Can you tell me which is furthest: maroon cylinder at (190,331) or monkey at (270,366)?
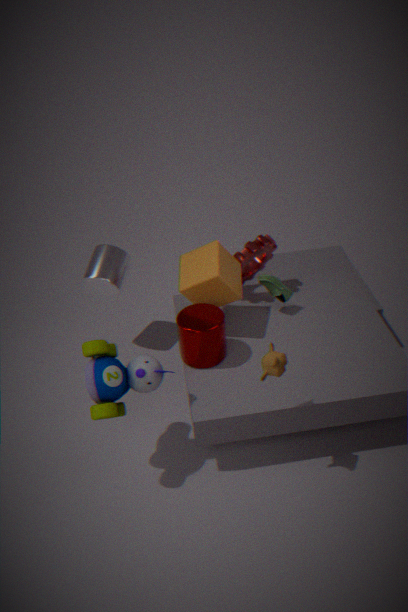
maroon cylinder at (190,331)
